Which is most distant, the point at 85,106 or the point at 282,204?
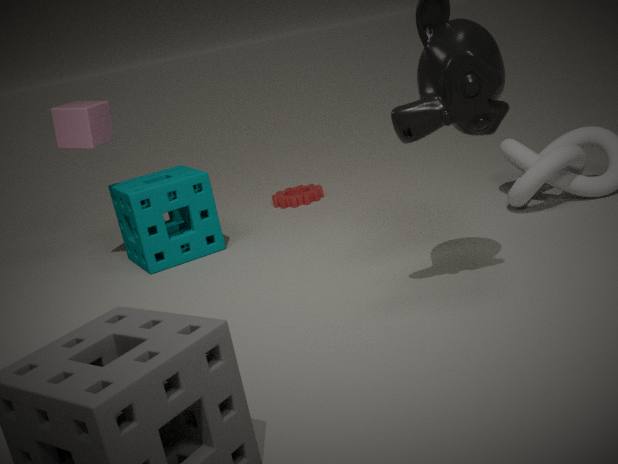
the point at 282,204
